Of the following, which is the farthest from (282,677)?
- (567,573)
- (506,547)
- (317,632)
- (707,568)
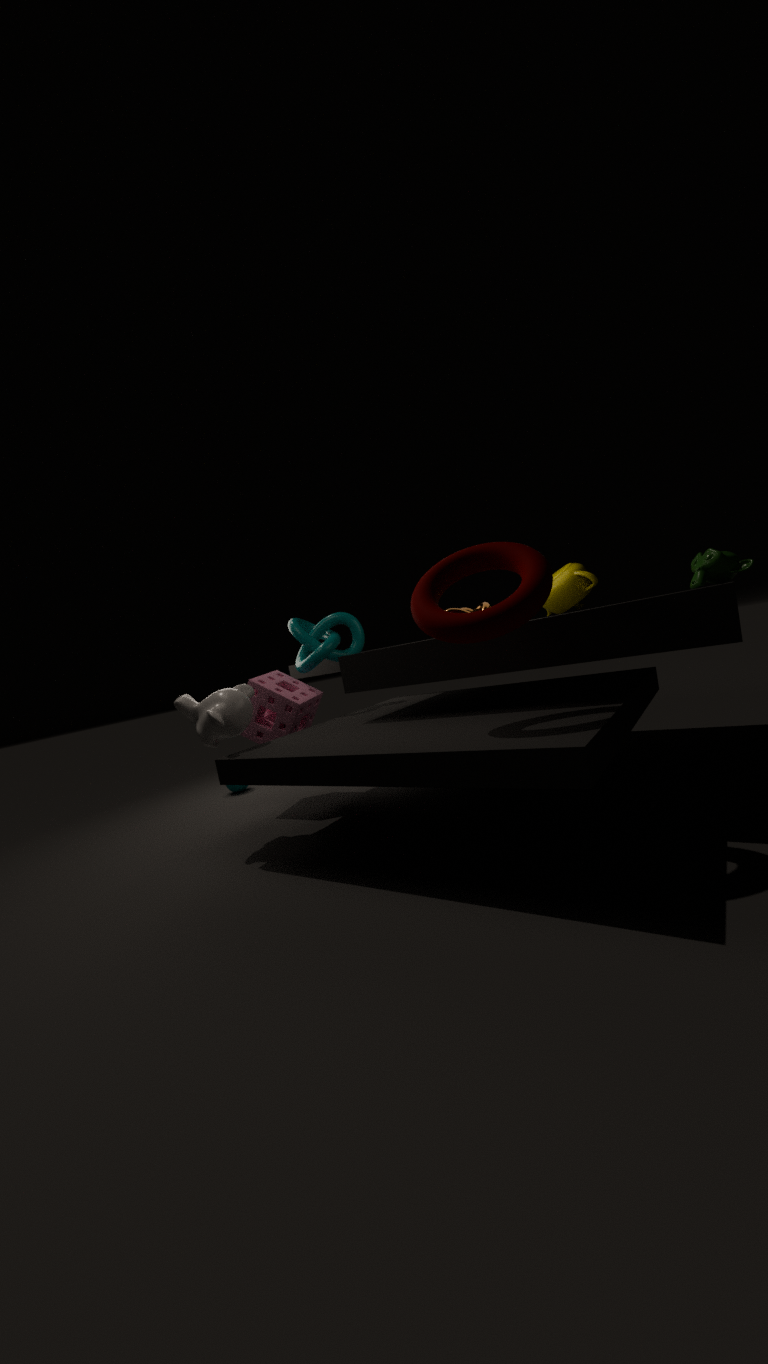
(707,568)
